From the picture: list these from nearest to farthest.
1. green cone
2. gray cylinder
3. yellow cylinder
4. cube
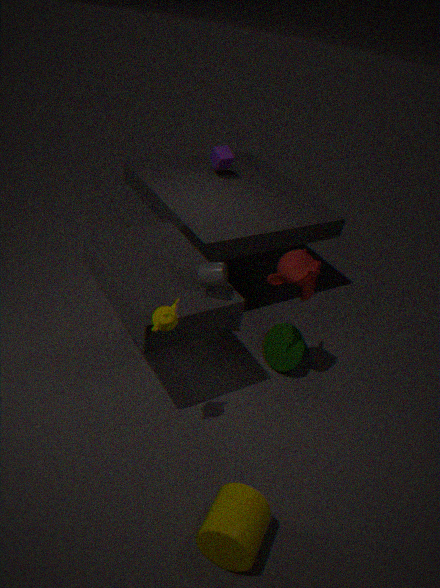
yellow cylinder
gray cylinder
green cone
cube
